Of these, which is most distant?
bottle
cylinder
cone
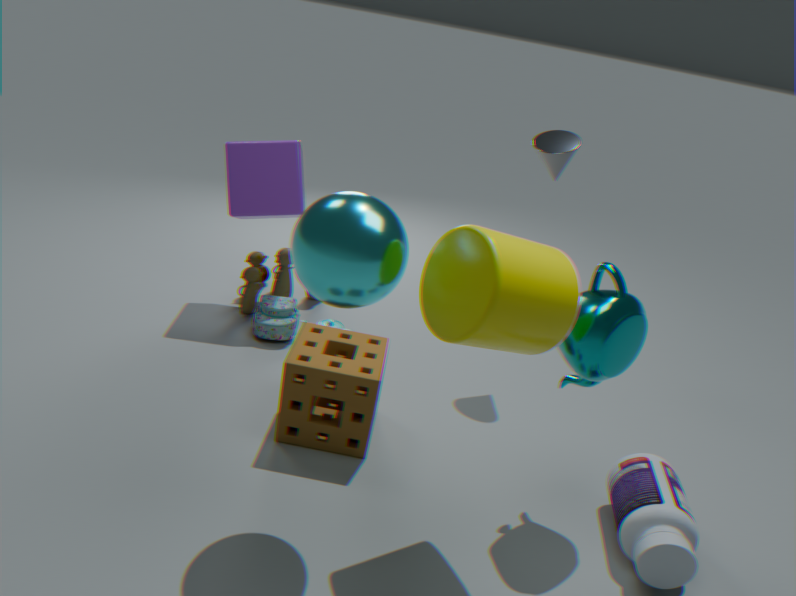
cone
